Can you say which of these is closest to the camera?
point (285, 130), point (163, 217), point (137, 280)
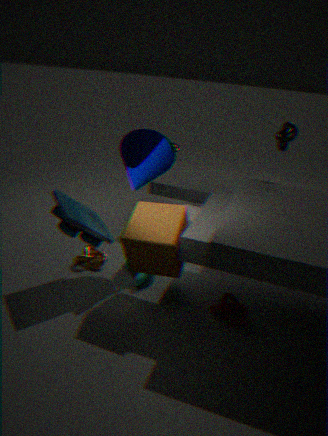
point (163, 217)
